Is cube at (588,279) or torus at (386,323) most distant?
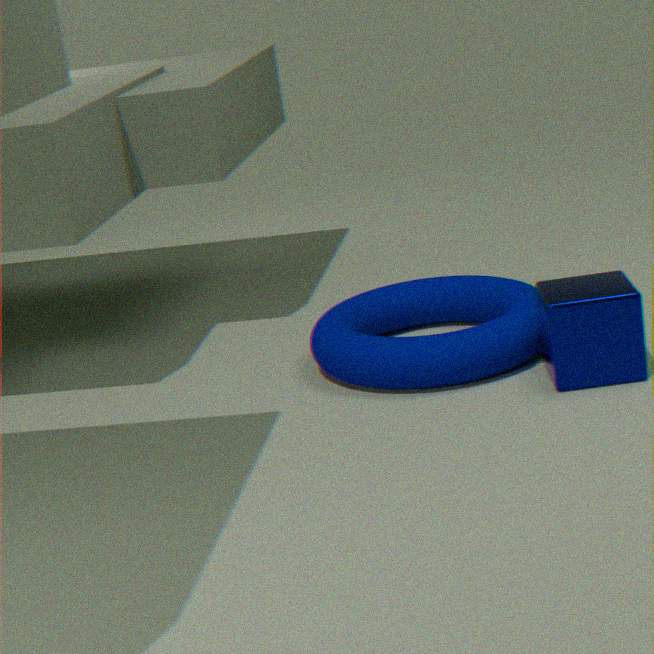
torus at (386,323)
